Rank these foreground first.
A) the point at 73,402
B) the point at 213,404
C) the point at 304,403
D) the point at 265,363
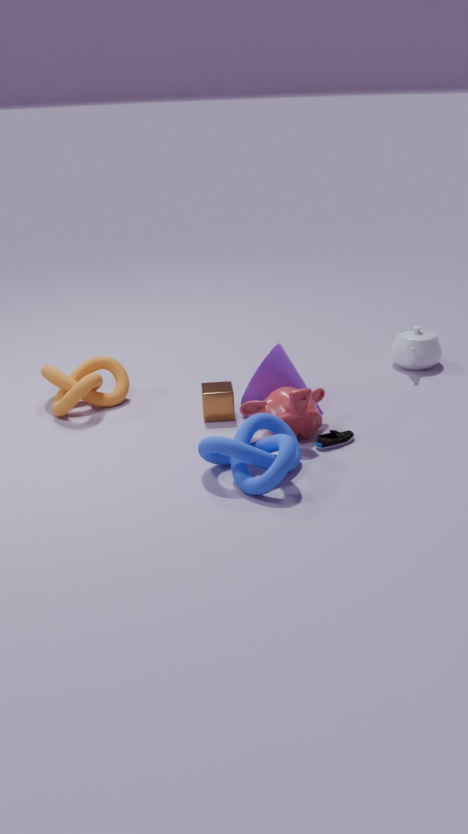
1. the point at 304,403
2. the point at 265,363
3. the point at 213,404
4. the point at 73,402
